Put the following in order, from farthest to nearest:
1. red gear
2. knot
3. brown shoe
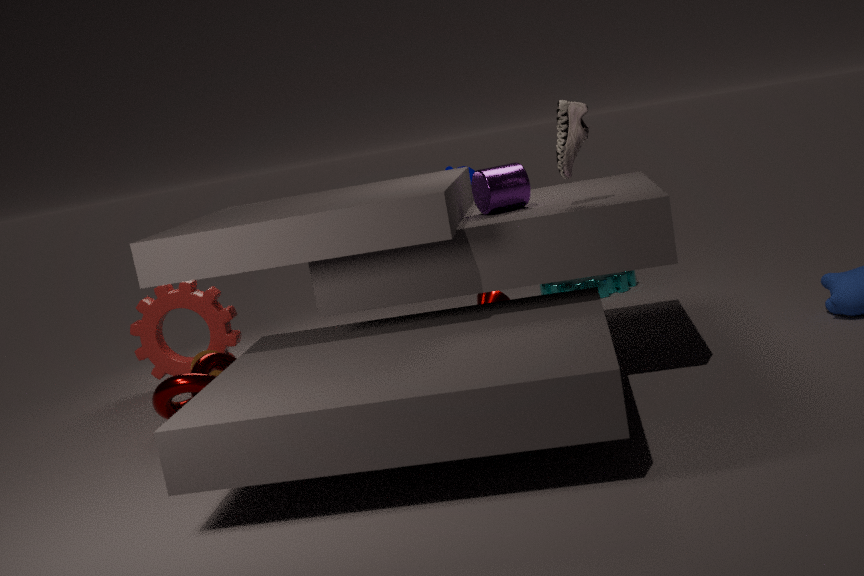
red gear < knot < brown shoe
